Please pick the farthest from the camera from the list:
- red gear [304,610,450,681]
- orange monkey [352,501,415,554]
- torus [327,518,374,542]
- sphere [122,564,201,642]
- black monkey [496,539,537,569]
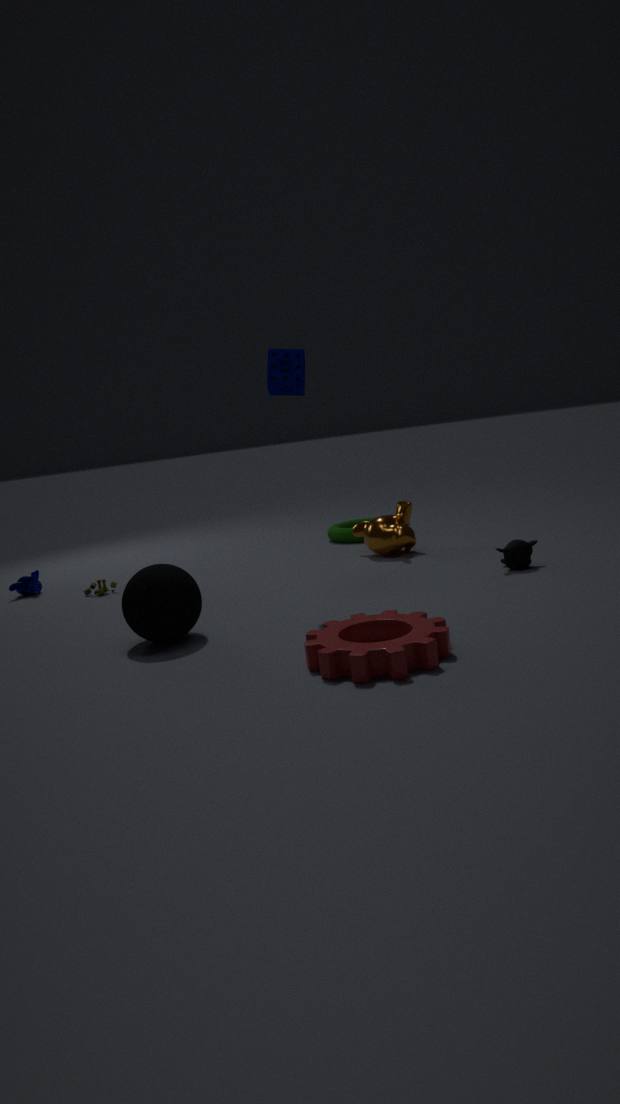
torus [327,518,374,542]
